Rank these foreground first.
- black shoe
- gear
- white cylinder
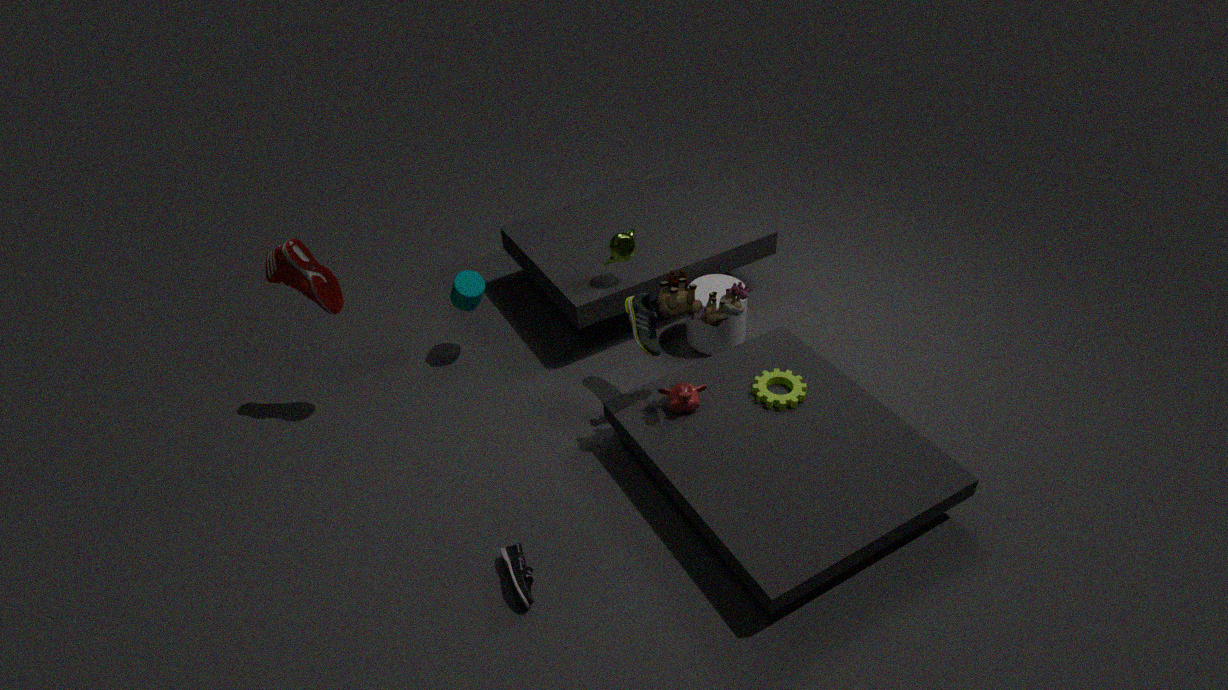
black shoe < gear < white cylinder
